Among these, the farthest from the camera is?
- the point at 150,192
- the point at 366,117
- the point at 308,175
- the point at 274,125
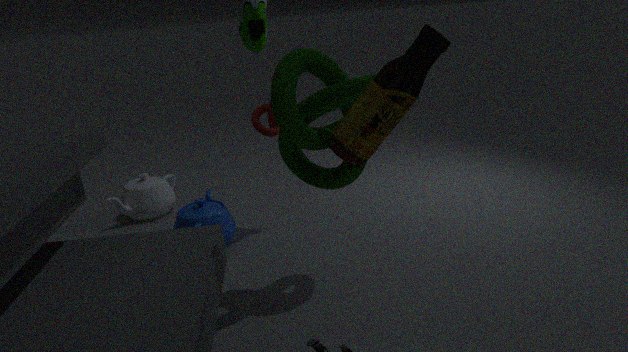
the point at 150,192
